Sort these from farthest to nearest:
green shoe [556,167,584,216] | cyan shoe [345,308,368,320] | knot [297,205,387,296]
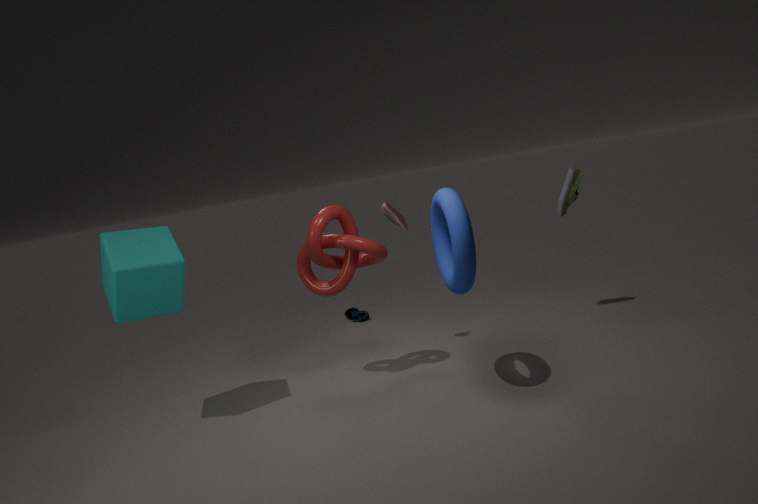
1. cyan shoe [345,308,368,320]
2. green shoe [556,167,584,216]
3. knot [297,205,387,296]
